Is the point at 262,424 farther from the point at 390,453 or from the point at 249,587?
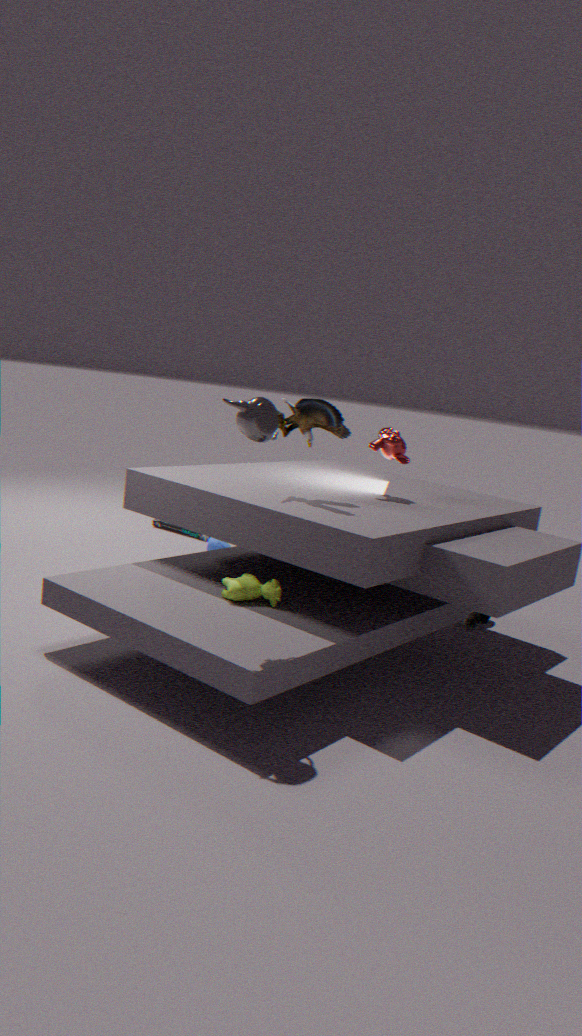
the point at 390,453
